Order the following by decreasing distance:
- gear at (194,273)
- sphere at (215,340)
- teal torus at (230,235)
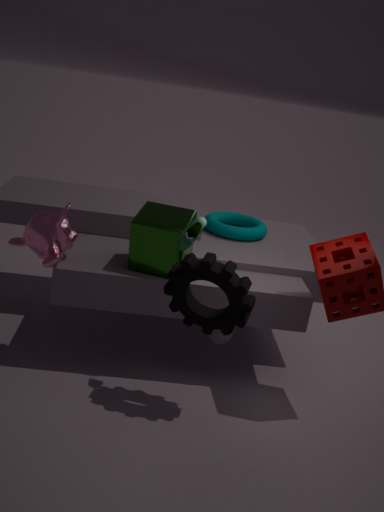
1. teal torus at (230,235)
2. sphere at (215,340)
3. gear at (194,273)
